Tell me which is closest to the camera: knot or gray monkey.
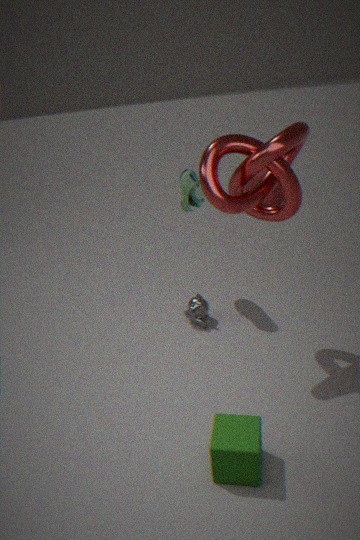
knot
